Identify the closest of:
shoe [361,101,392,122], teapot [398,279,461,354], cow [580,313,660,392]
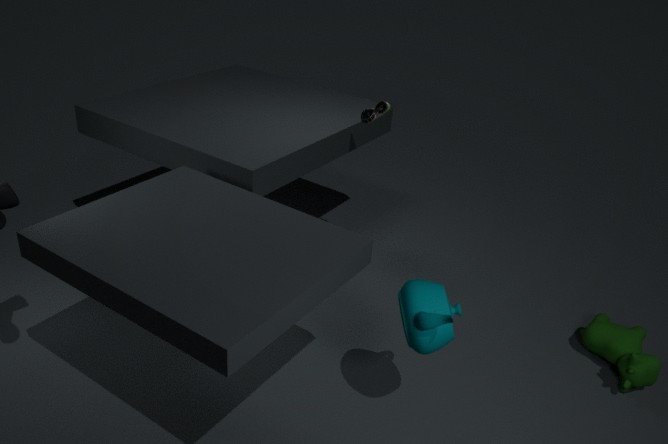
teapot [398,279,461,354]
